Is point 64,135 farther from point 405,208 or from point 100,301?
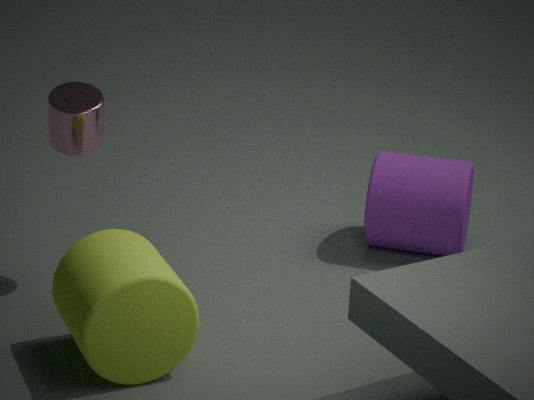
point 405,208
